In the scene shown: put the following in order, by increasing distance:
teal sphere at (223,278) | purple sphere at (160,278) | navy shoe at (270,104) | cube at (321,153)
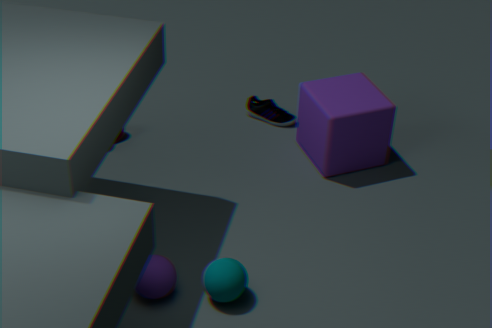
teal sphere at (223,278)
purple sphere at (160,278)
cube at (321,153)
navy shoe at (270,104)
